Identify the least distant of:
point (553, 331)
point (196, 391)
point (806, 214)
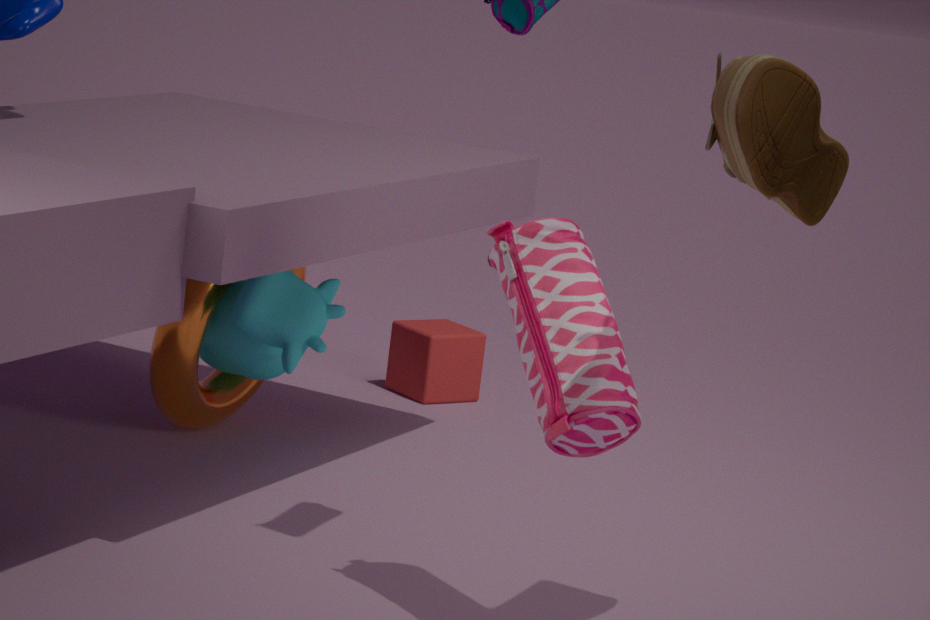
point (806, 214)
